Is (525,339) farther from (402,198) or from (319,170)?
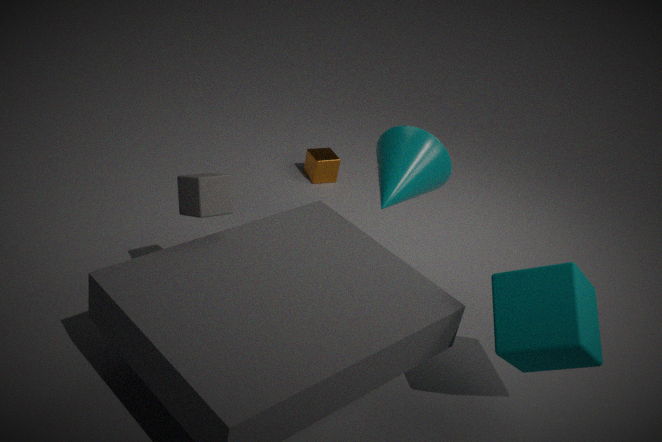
(319,170)
